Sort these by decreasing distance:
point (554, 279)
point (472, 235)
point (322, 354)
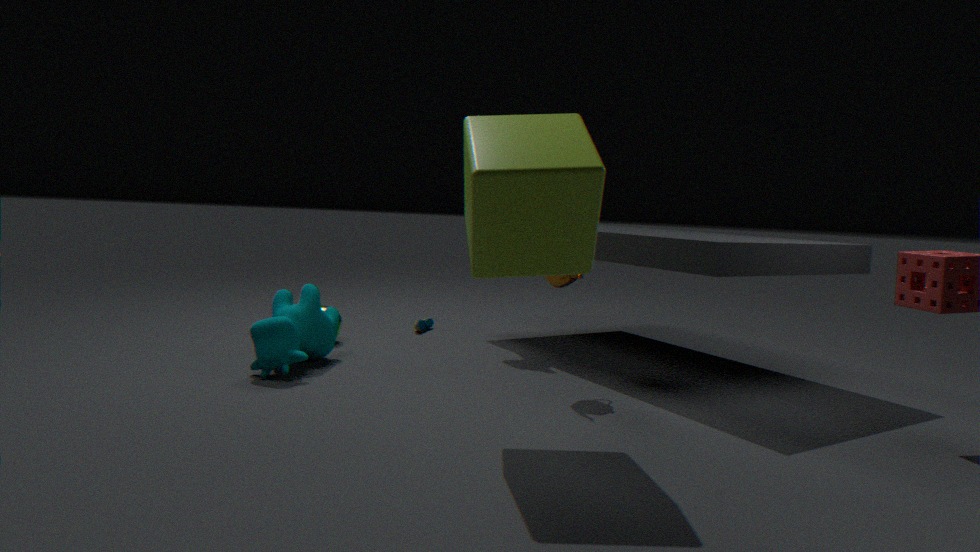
A: point (322, 354)
point (554, 279)
point (472, 235)
